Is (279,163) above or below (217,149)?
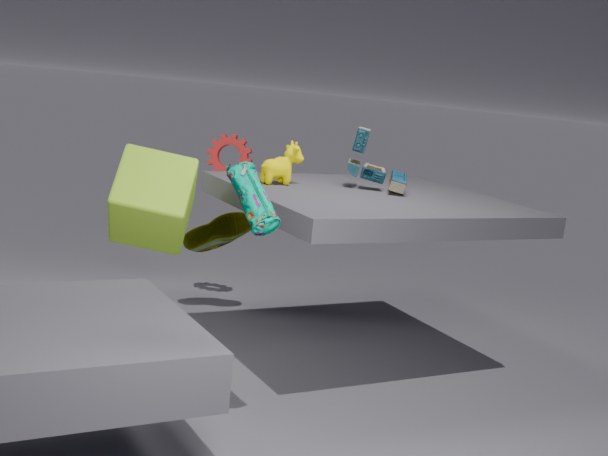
above
